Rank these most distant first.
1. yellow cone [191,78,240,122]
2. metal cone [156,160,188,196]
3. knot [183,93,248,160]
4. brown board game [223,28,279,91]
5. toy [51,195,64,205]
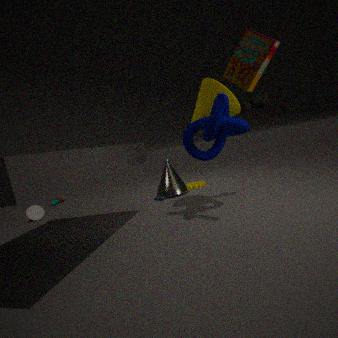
toy [51,195,64,205]
metal cone [156,160,188,196]
yellow cone [191,78,240,122]
knot [183,93,248,160]
brown board game [223,28,279,91]
